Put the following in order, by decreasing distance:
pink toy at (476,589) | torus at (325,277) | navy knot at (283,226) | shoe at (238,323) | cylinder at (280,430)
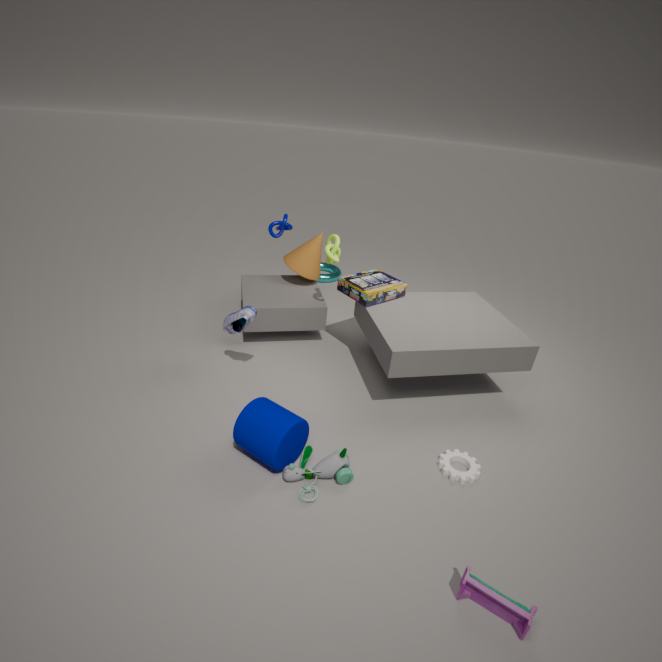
torus at (325,277) < navy knot at (283,226) < shoe at (238,323) < cylinder at (280,430) < pink toy at (476,589)
